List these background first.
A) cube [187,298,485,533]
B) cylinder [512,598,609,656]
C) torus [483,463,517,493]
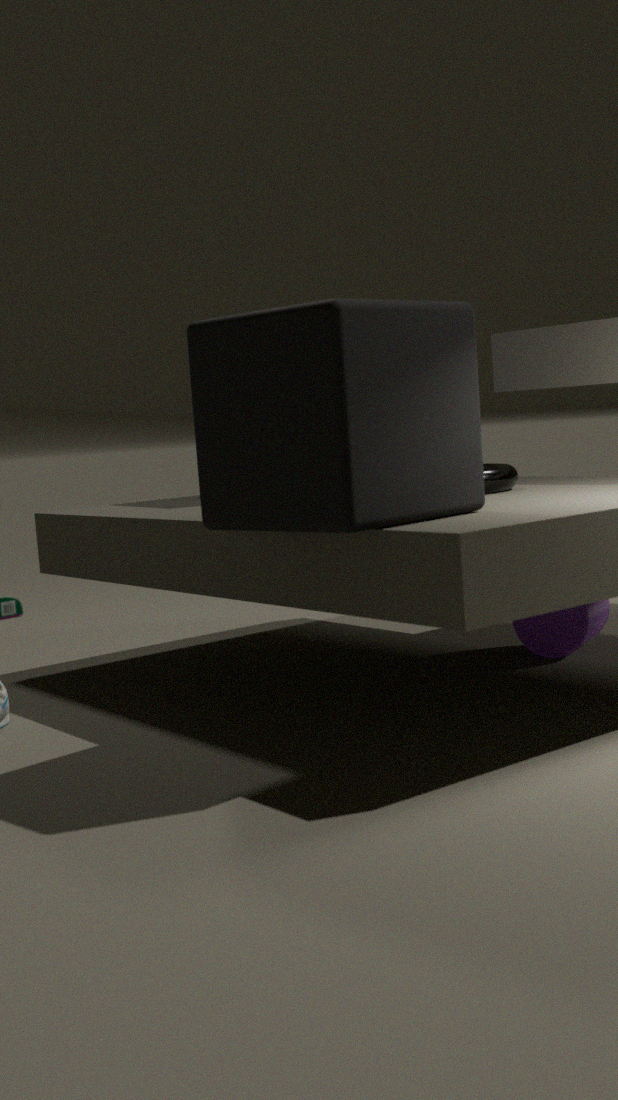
cylinder [512,598,609,656] → torus [483,463,517,493] → cube [187,298,485,533]
